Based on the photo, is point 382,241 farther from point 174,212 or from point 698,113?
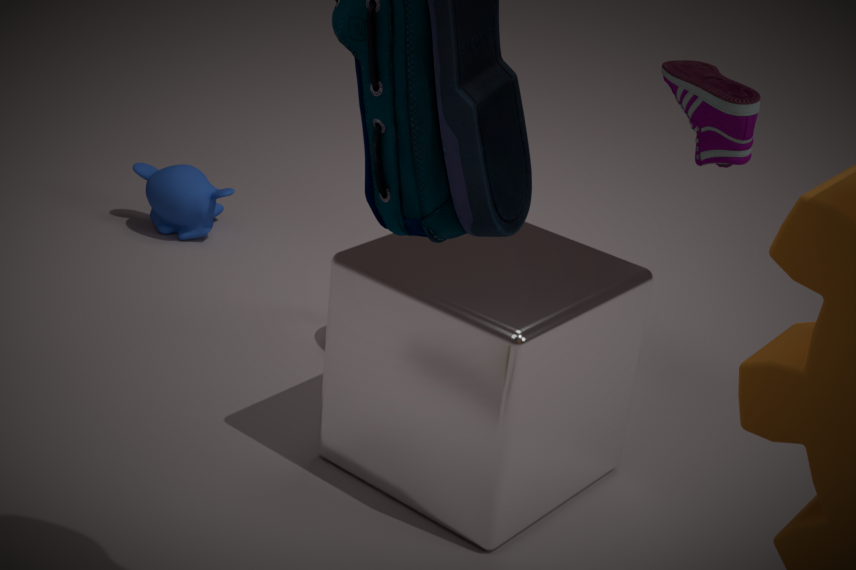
point 174,212
